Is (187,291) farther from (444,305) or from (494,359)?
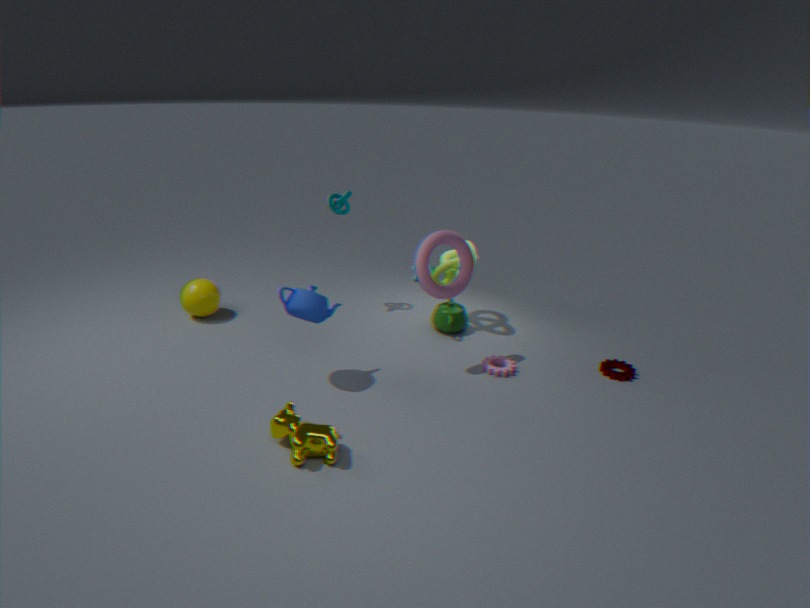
(494,359)
